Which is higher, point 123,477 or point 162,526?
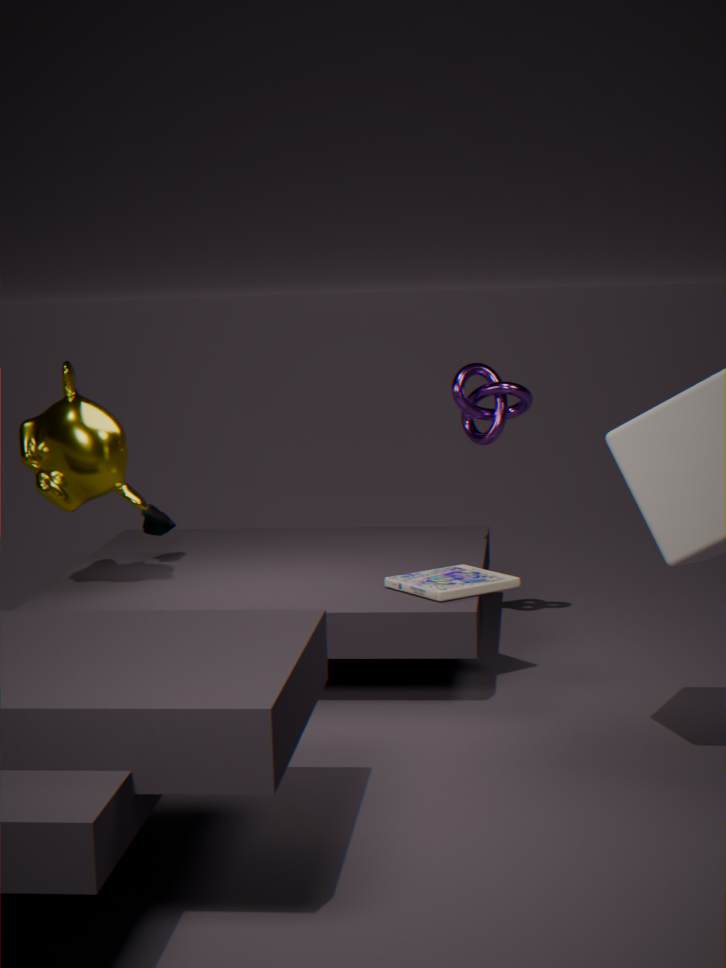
point 123,477
